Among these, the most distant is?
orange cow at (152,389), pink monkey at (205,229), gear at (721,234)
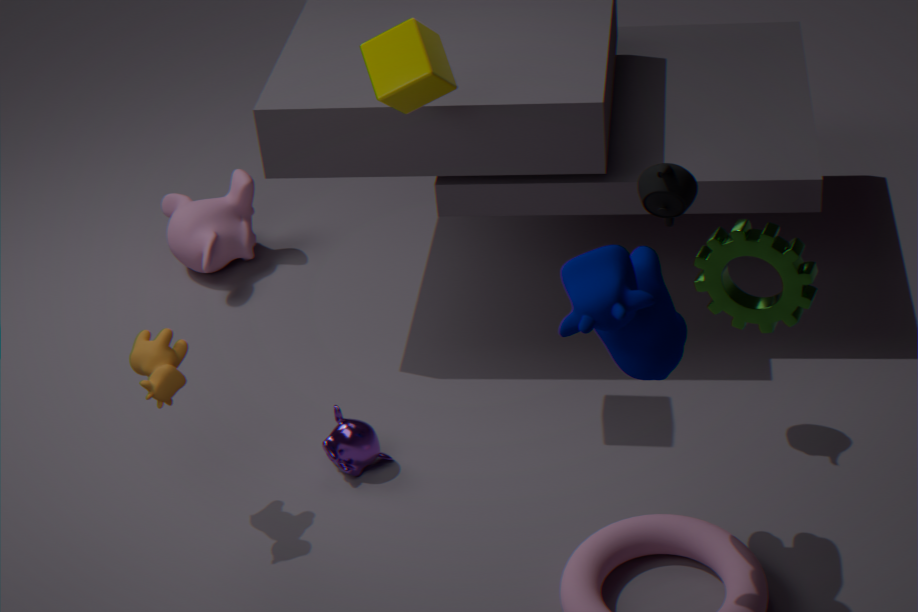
pink monkey at (205,229)
